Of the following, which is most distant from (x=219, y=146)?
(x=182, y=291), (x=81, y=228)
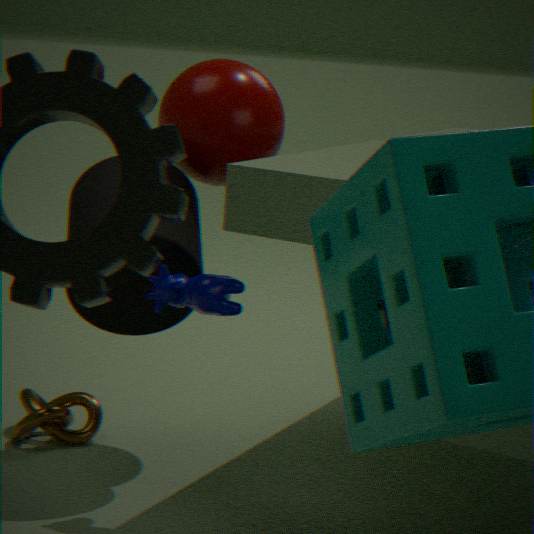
(x=182, y=291)
